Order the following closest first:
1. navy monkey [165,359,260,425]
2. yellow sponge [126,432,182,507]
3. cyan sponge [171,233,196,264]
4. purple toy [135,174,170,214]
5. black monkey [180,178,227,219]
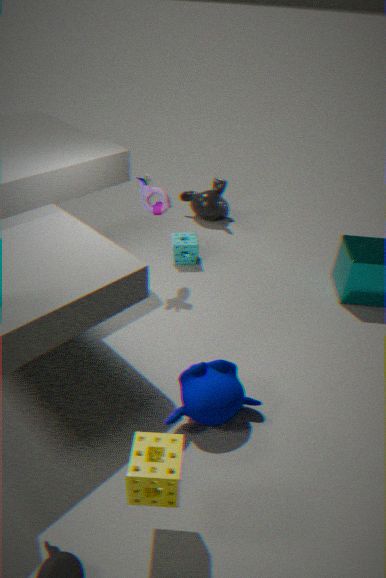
1. yellow sponge [126,432,182,507]
2. navy monkey [165,359,260,425]
3. purple toy [135,174,170,214]
4. cyan sponge [171,233,196,264]
5. black monkey [180,178,227,219]
